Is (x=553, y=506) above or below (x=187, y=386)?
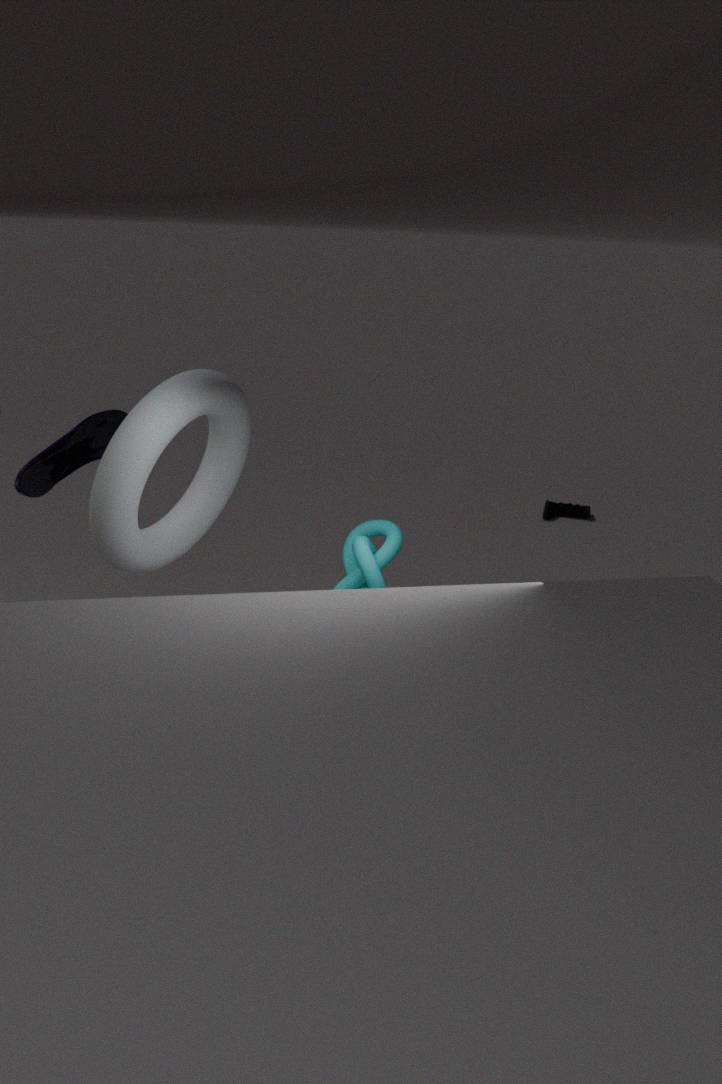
below
